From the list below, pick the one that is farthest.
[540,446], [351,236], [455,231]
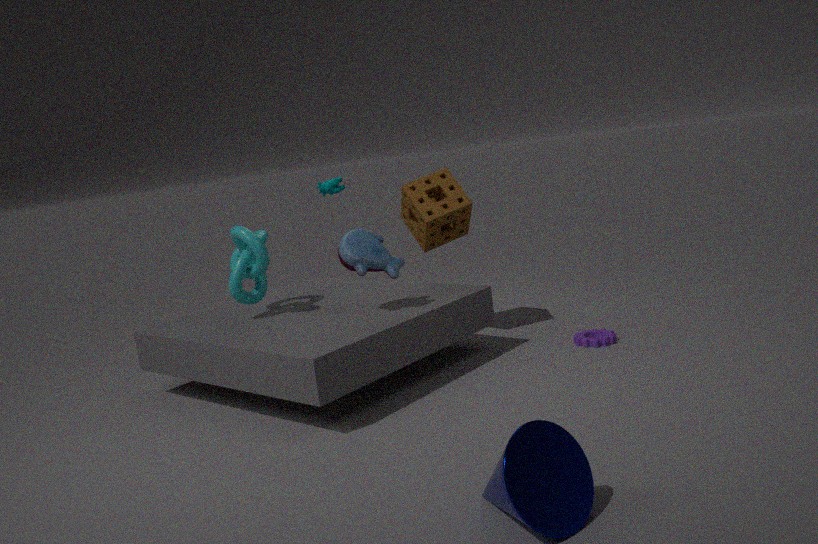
[455,231]
